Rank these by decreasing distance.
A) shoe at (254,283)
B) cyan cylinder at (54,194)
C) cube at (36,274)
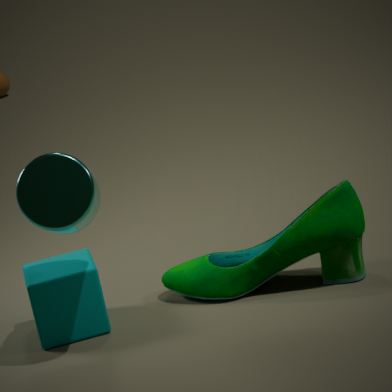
1. shoe at (254,283)
2. cube at (36,274)
3. cyan cylinder at (54,194)
